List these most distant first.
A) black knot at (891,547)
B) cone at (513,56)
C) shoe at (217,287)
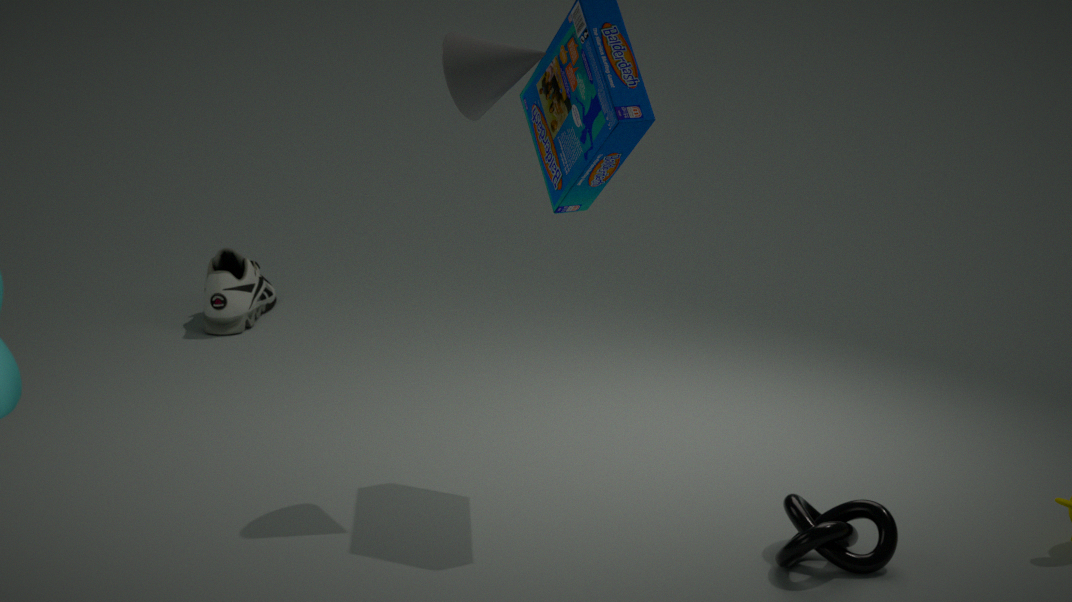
shoe at (217,287) < cone at (513,56) < black knot at (891,547)
